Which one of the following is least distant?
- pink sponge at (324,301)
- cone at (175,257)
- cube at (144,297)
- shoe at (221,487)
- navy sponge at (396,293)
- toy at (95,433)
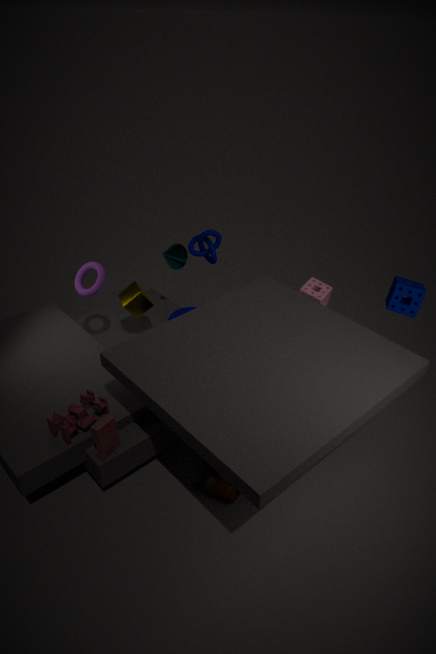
toy at (95,433)
